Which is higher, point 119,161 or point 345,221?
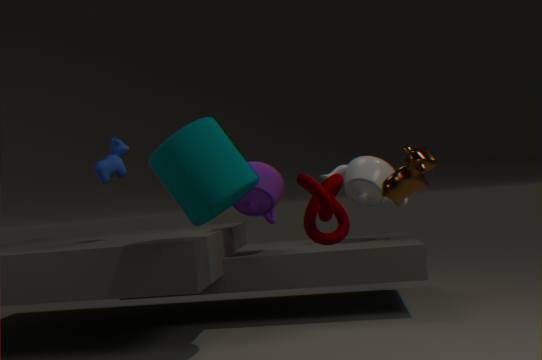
point 119,161
